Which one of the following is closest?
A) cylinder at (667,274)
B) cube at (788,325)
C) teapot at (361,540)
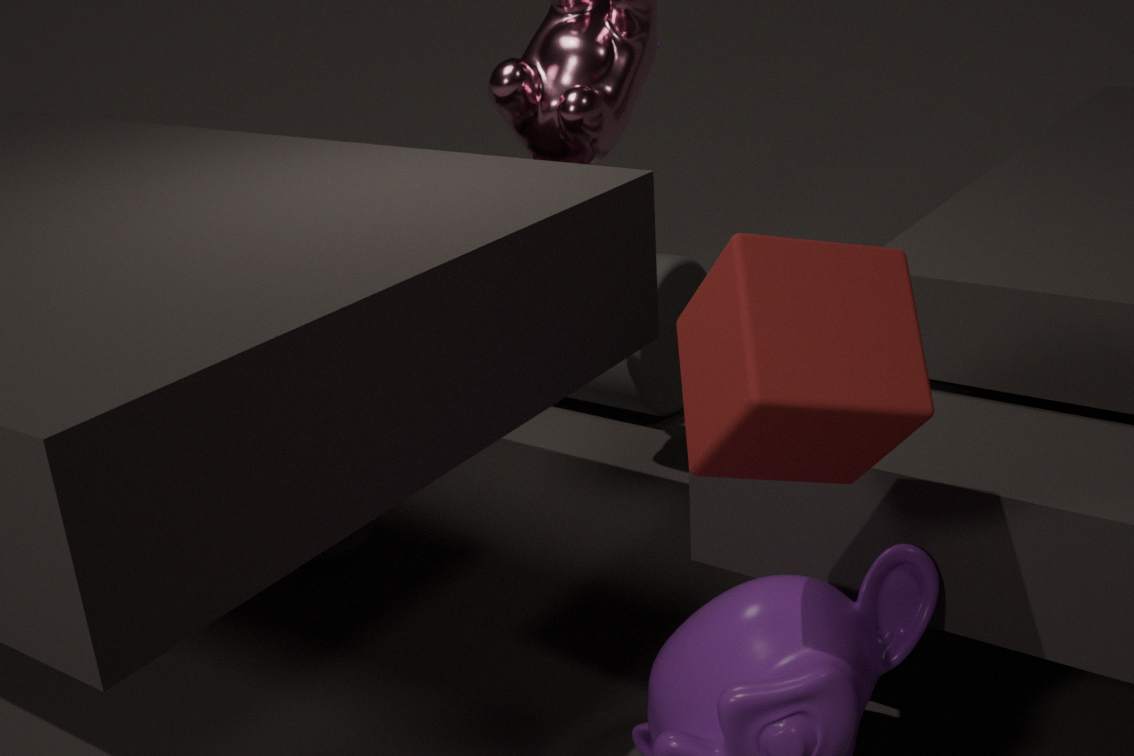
cube at (788,325)
